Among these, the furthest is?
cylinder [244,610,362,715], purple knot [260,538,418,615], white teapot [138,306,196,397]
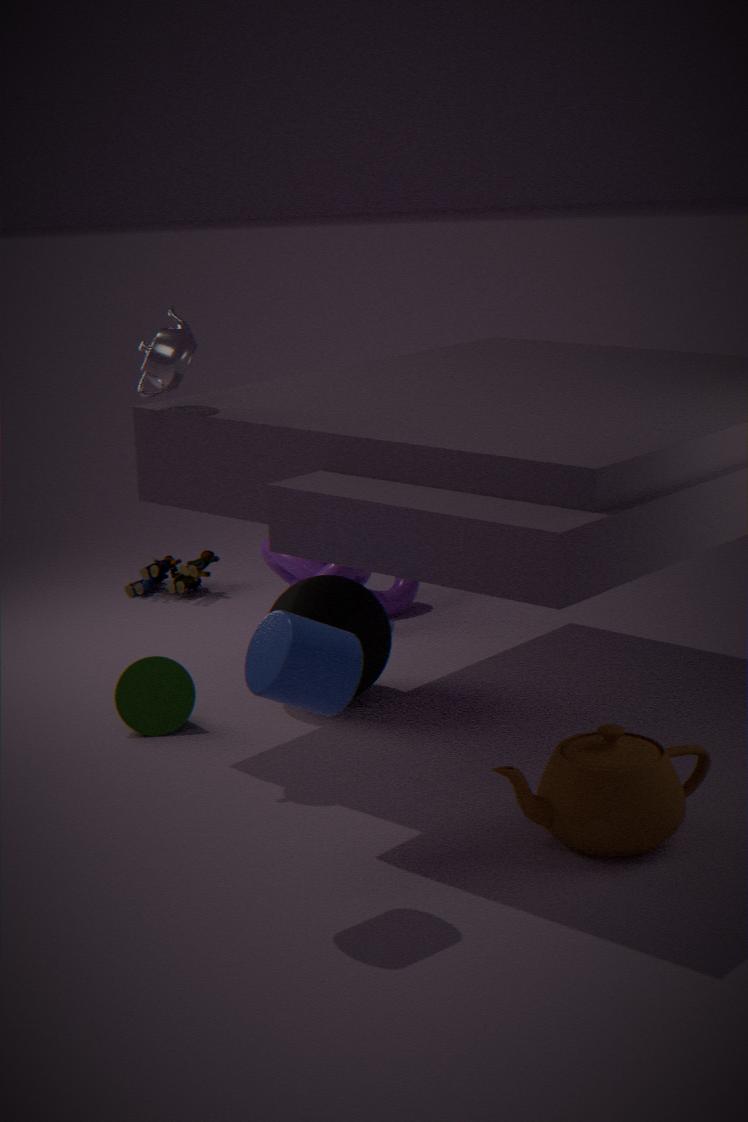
purple knot [260,538,418,615]
